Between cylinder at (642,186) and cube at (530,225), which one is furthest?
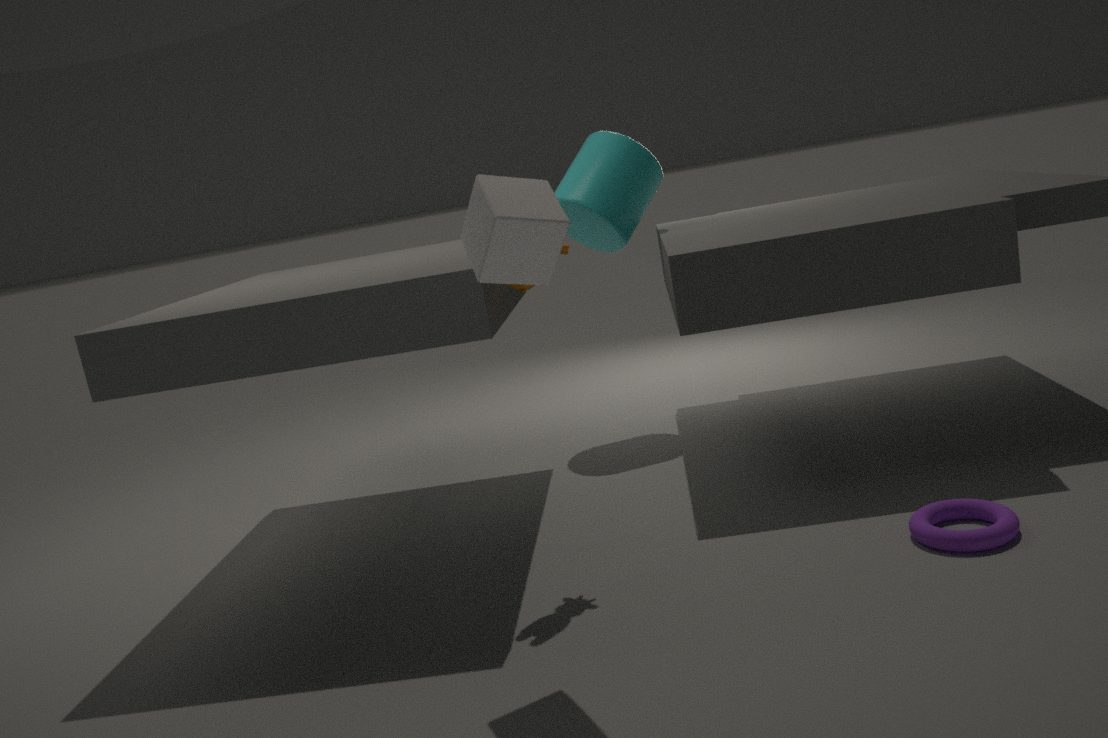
cylinder at (642,186)
